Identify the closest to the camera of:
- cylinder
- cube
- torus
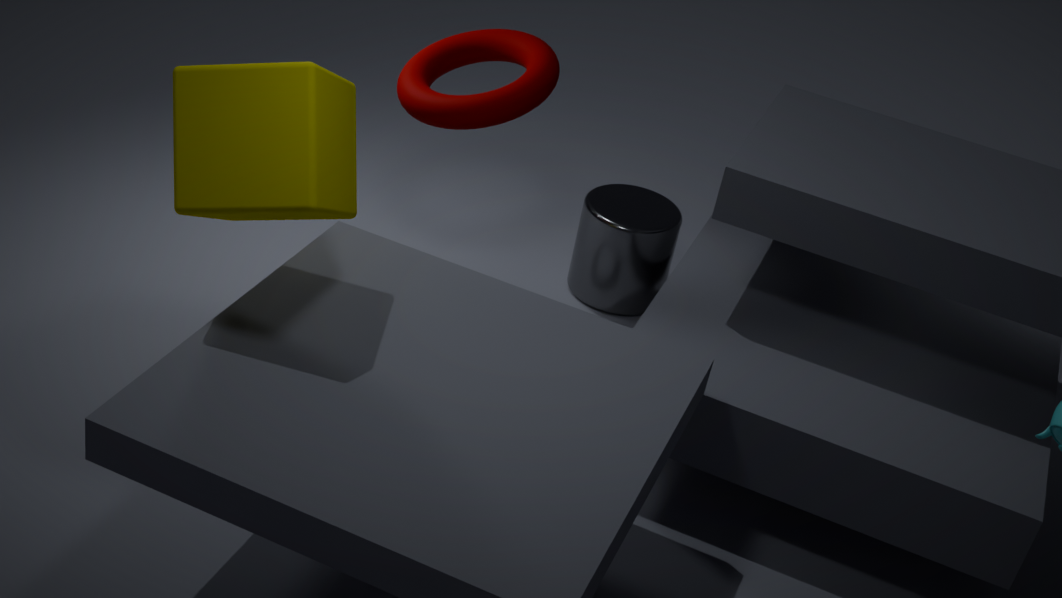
cube
